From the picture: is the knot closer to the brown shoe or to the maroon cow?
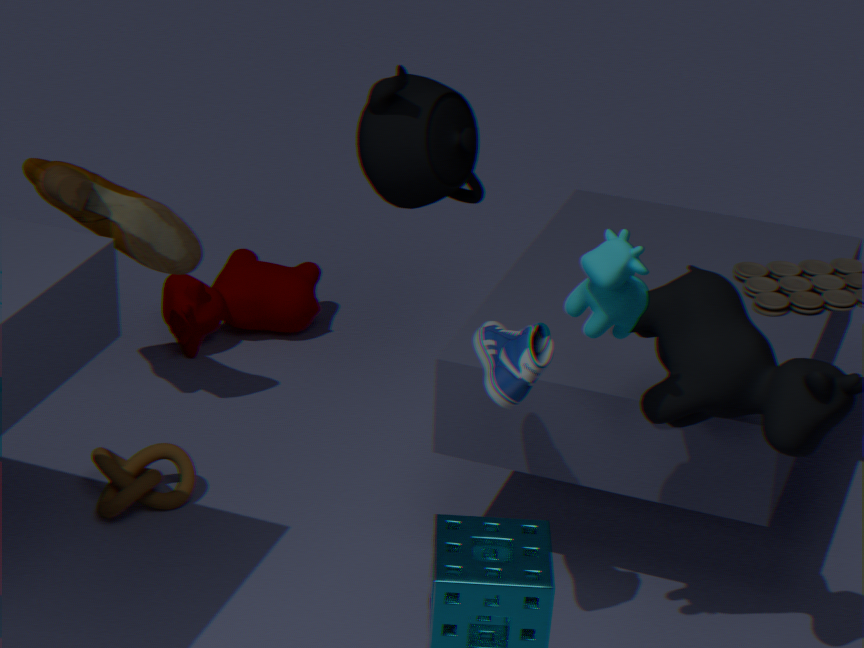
the brown shoe
